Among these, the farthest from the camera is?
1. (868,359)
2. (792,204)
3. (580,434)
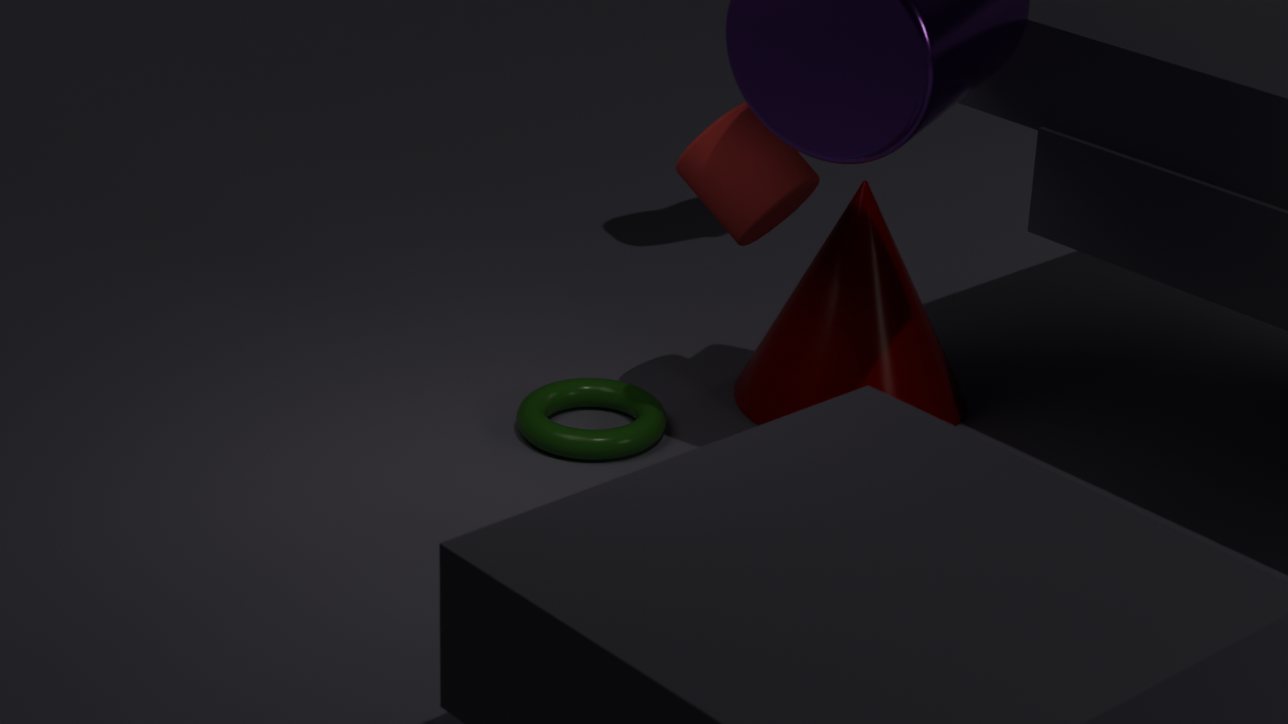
(868,359)
